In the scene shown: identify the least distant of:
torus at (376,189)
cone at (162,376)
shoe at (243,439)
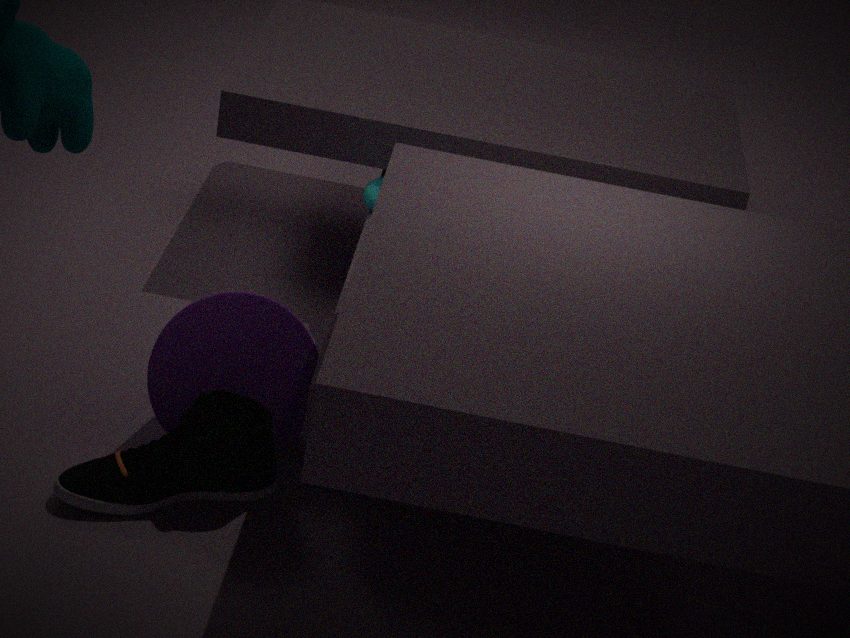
shoe at (243,439)
